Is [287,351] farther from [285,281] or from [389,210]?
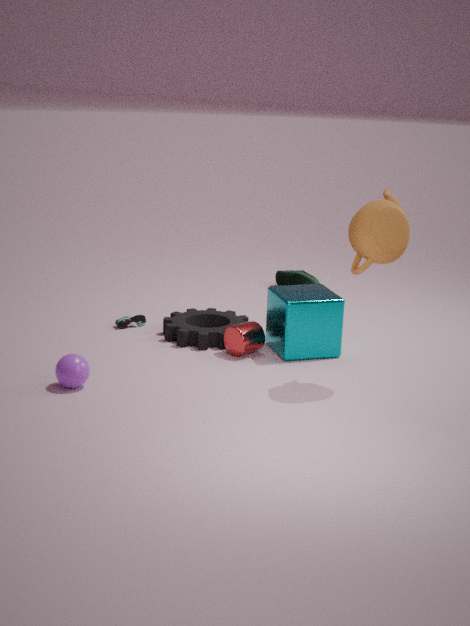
[285,281]
